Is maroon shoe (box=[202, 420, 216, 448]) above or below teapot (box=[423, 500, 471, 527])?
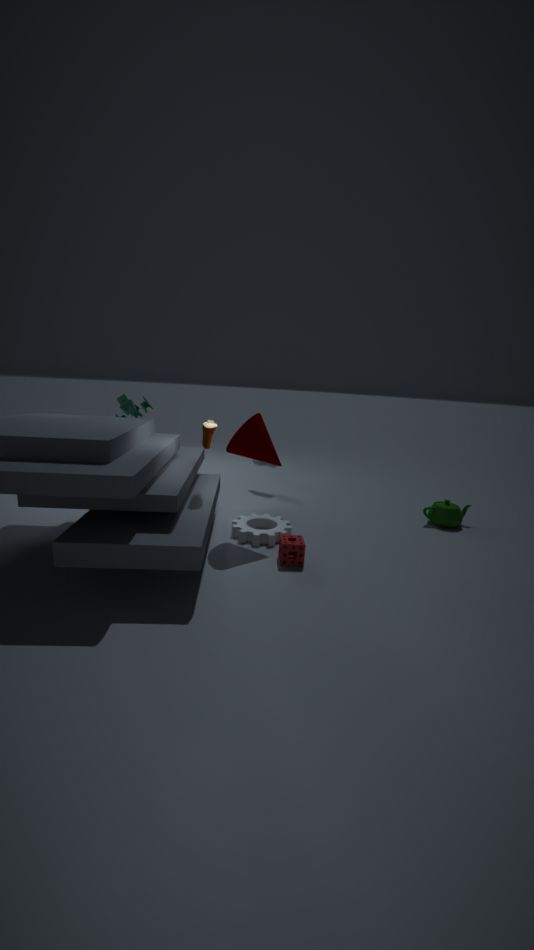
above
